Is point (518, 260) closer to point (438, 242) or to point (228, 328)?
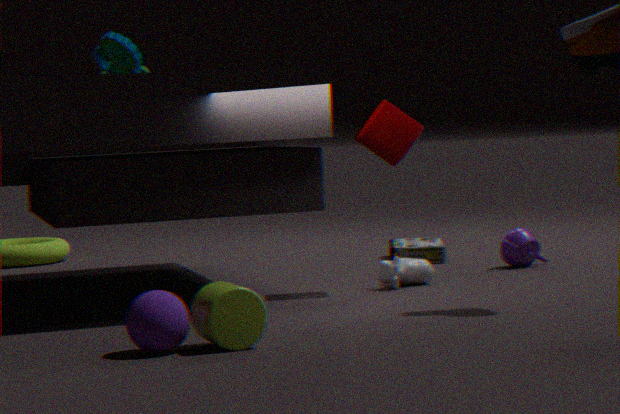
point (438, 242)
